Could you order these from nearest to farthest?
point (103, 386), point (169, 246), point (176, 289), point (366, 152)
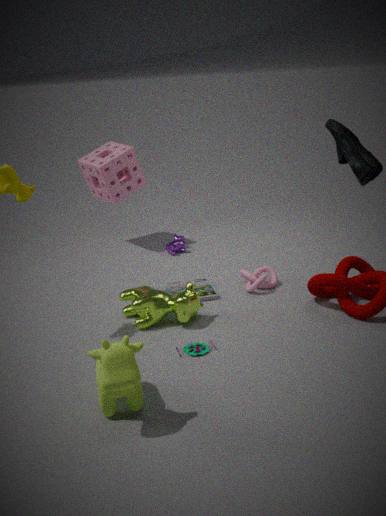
point (103, 386)
point (366, 152)
point (176, 289)
point (169, 246)
